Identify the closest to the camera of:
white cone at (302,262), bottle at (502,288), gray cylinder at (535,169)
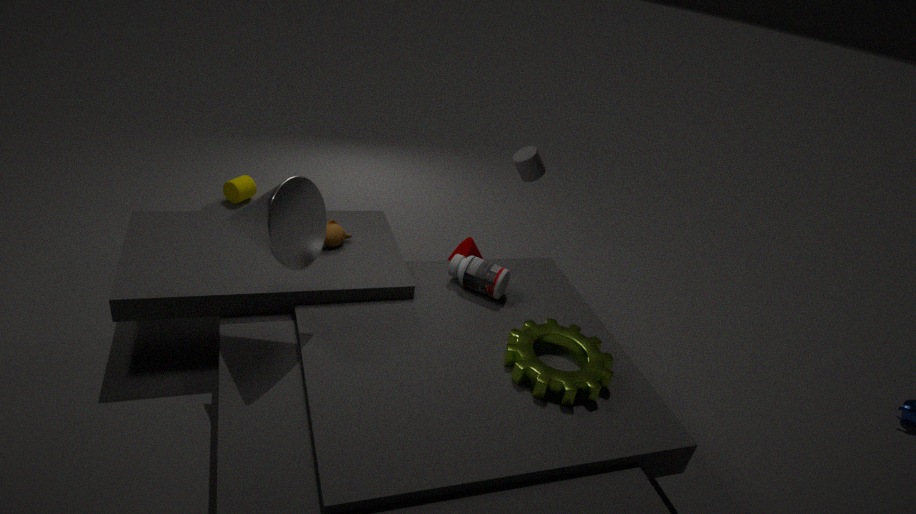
white cone at (302,262)
